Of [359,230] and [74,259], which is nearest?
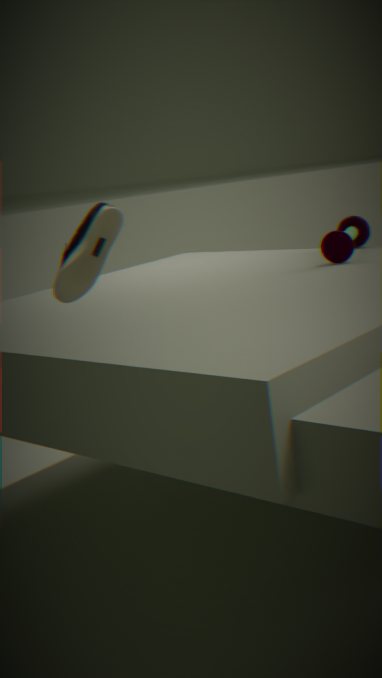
[74,259]
